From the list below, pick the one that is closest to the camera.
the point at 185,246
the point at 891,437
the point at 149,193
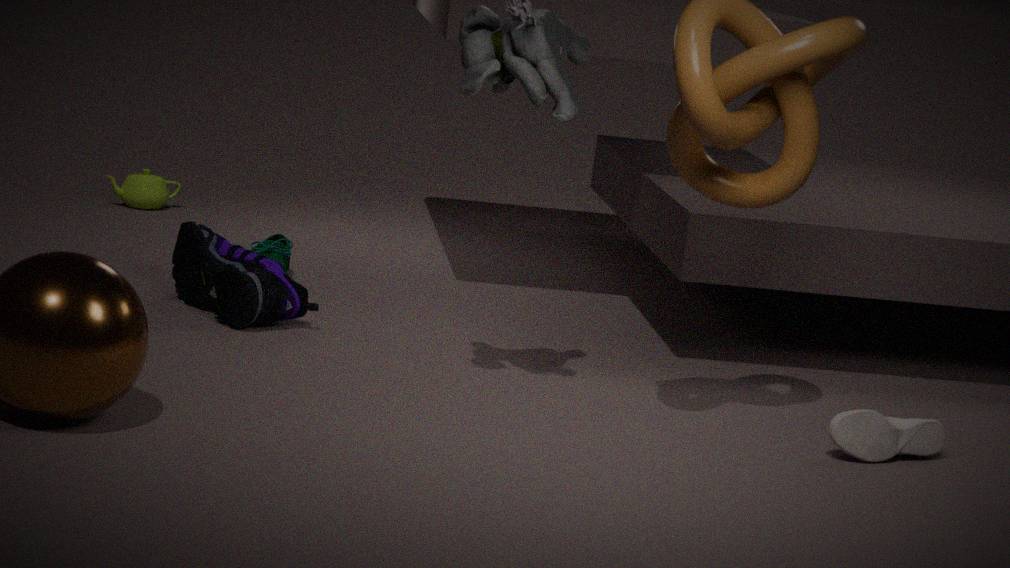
the point at 891,437
